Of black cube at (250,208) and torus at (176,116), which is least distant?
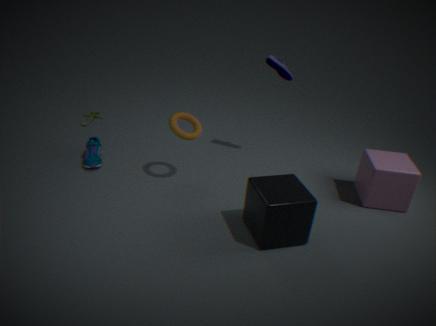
black cube at (250,208)
